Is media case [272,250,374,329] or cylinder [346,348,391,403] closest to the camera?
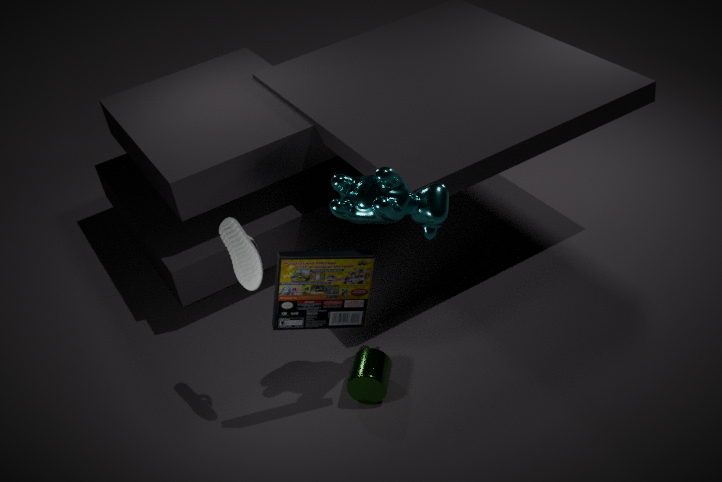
media case [272,250,374,329]
